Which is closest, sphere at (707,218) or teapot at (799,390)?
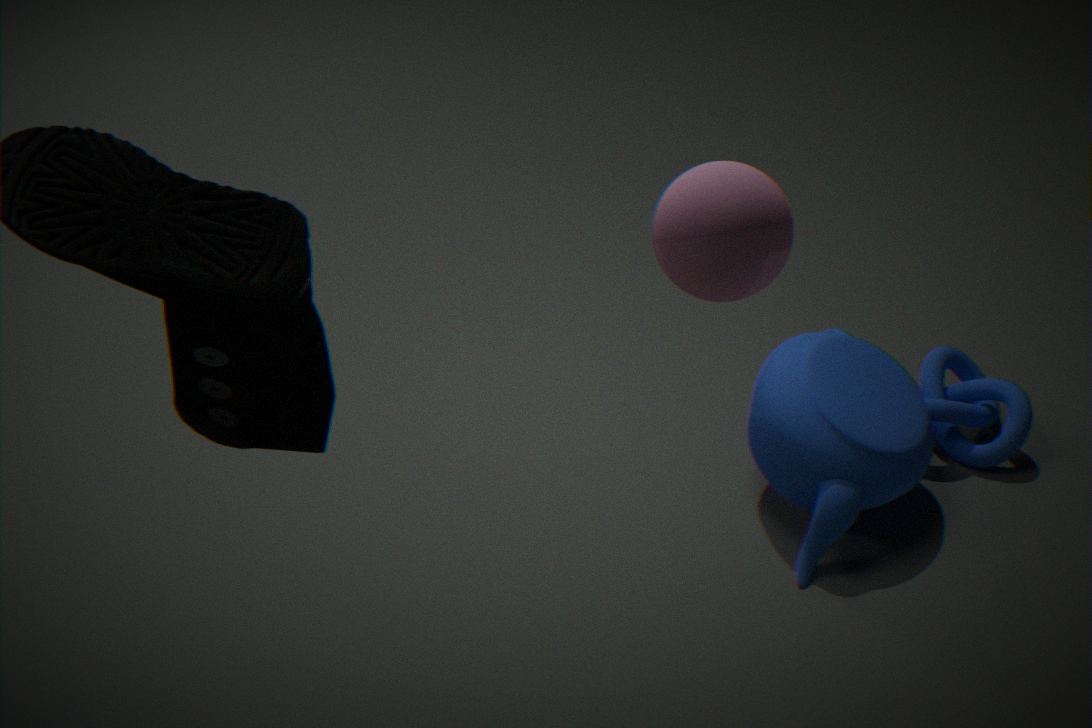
sphere at (707,218)
